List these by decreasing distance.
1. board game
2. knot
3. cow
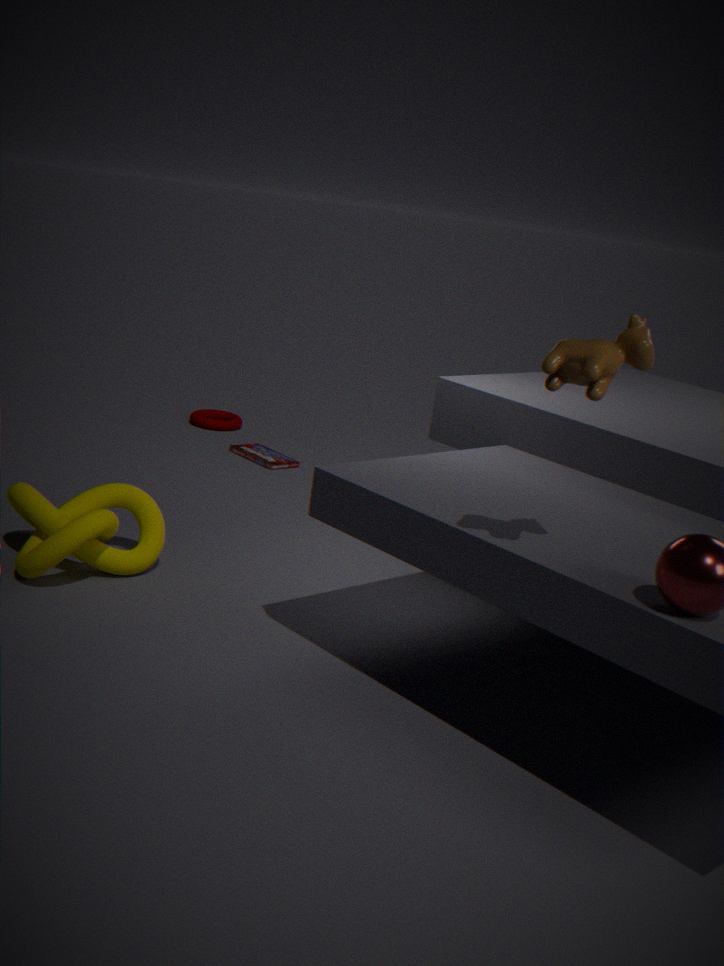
board game
knot
cow
